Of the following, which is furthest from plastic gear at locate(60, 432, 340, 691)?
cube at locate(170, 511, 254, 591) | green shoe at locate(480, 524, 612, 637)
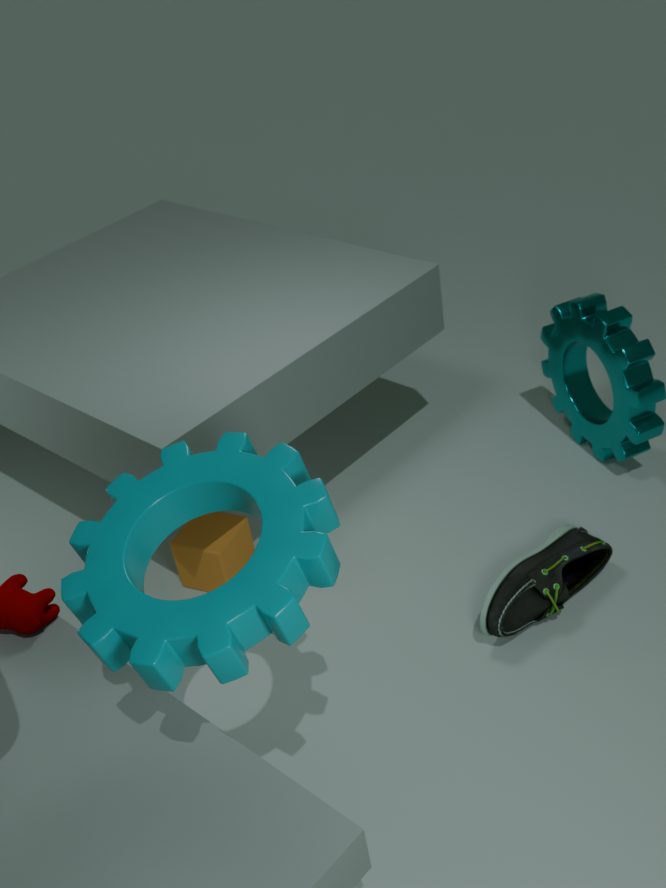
green shoe at locate(480, 524, 612, 637)
